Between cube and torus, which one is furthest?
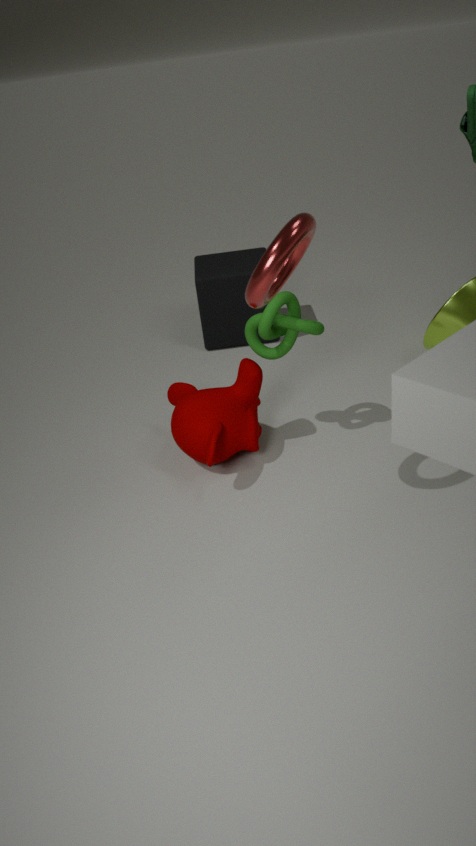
cube
